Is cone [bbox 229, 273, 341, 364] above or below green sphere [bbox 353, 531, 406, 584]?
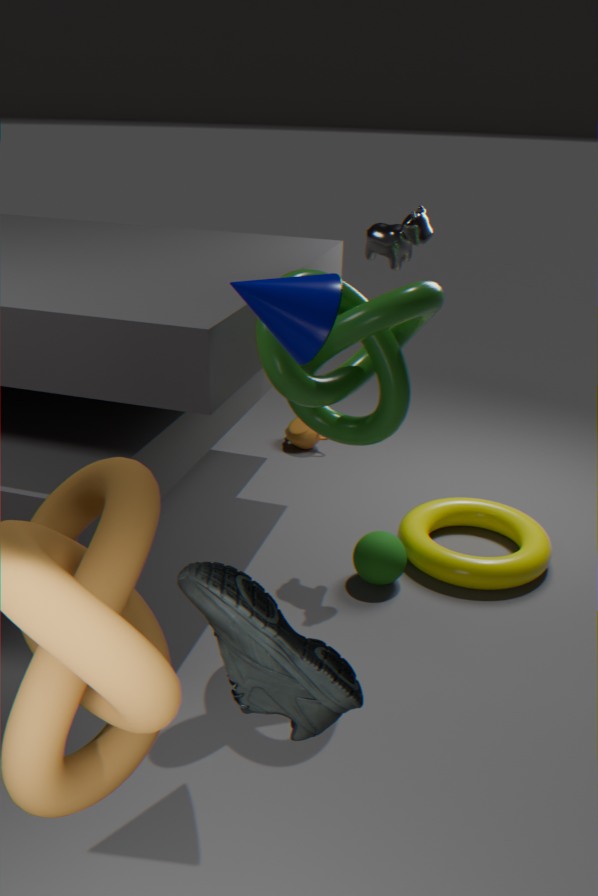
above
